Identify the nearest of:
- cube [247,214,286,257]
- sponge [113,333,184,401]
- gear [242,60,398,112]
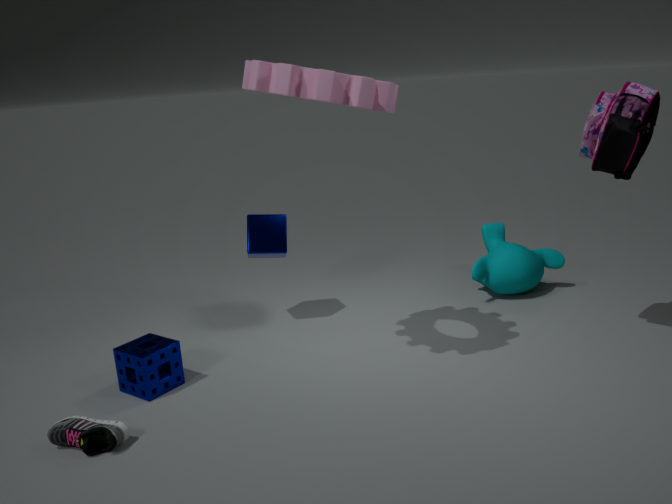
gear [242,60,398,112]
